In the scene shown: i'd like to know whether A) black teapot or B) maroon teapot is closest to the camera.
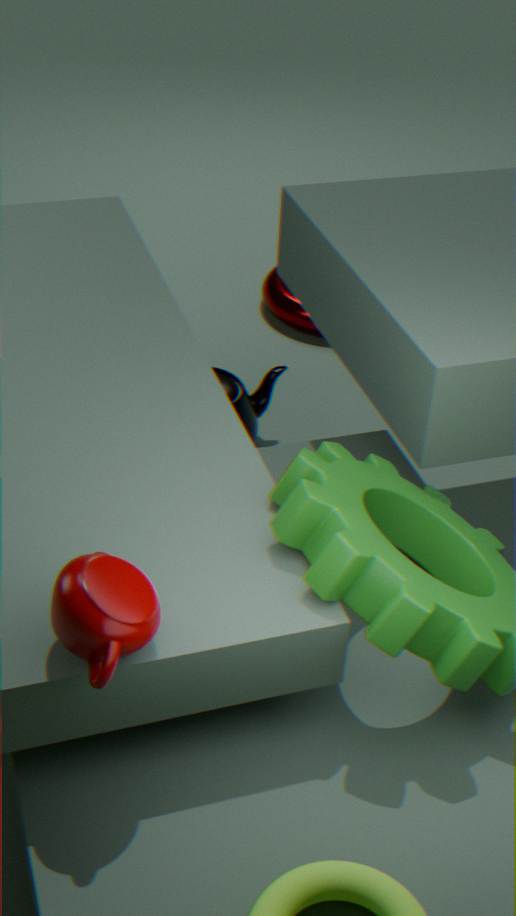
B. maroon teapot
